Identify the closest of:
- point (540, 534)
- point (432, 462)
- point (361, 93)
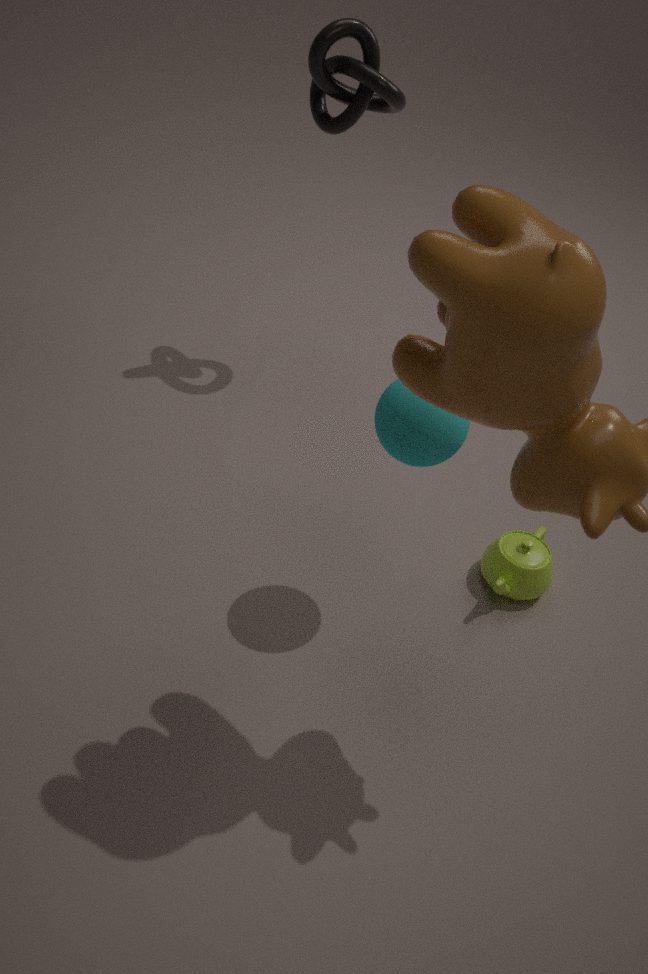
point (432, 462)
